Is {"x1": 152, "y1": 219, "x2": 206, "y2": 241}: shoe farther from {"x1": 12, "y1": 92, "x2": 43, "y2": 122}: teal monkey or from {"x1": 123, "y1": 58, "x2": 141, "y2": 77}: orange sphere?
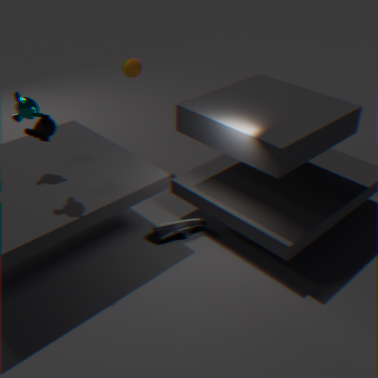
{"x1": 123, "y1": 58, "x2": 141, "y2": 77}: orange sphere
